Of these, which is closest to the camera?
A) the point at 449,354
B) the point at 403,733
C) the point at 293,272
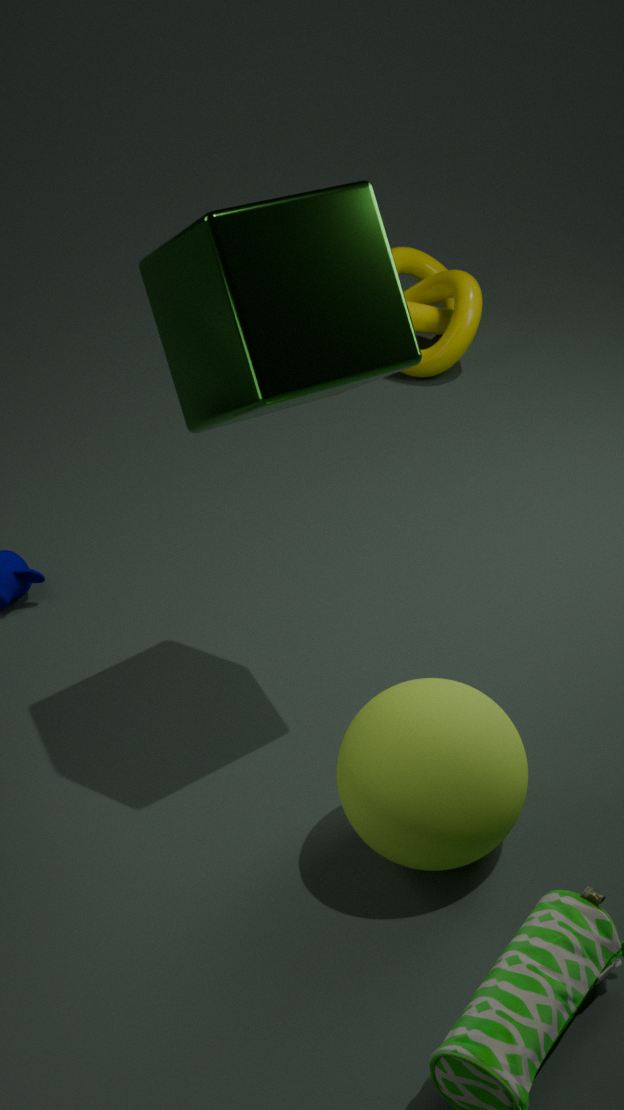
the point at 403,733
